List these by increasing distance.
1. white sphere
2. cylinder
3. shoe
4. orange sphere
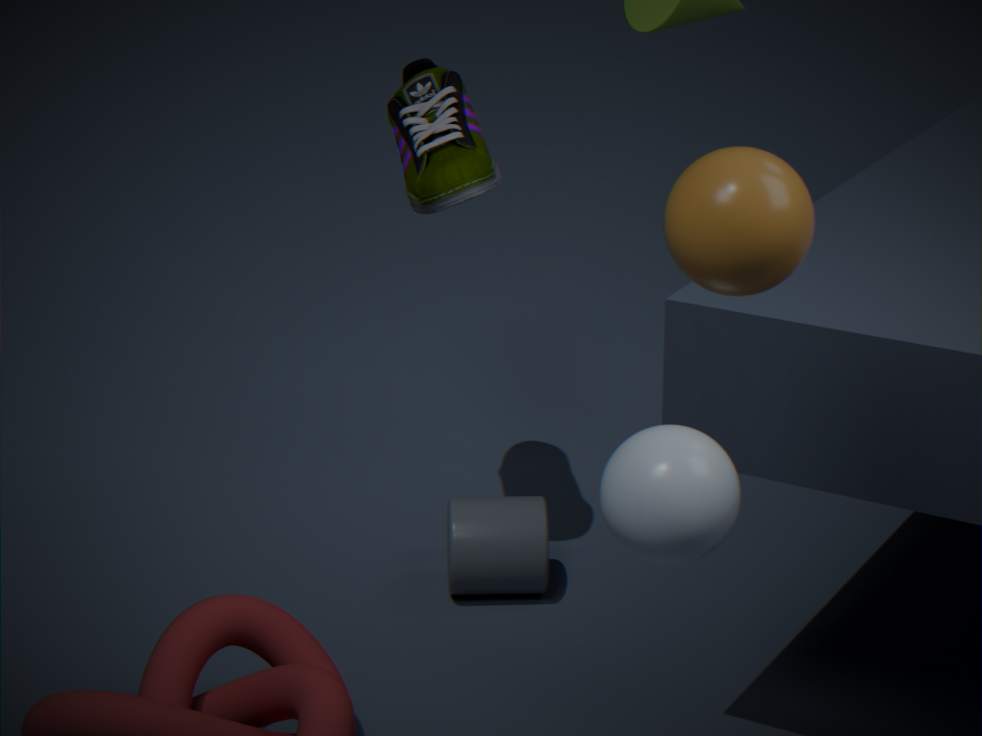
orange sphere, white sphere, shoe, cylinder
